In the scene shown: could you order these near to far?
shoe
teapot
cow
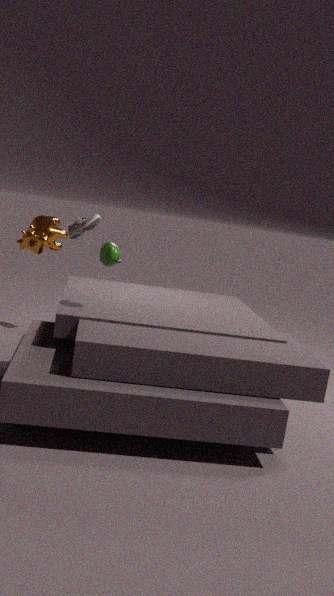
teapot
cow
shoe
